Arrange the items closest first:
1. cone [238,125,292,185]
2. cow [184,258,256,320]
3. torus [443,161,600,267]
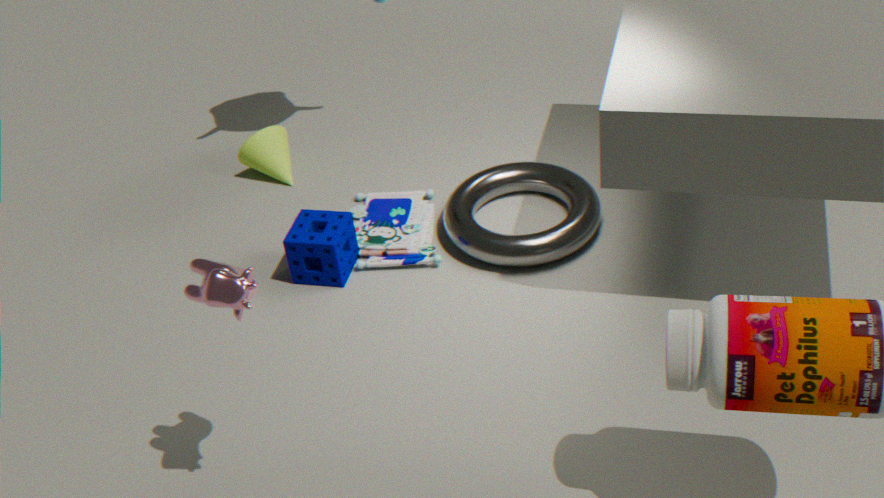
cow [184,258,256,320] < torus [443,161,600,267] < cone [238,125,292,185]
